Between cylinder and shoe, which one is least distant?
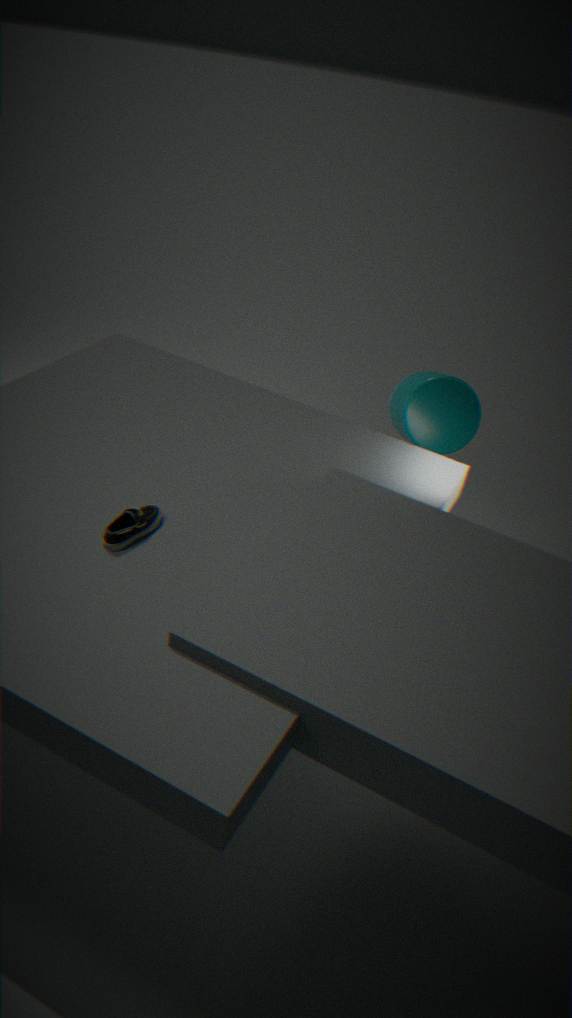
shoe
